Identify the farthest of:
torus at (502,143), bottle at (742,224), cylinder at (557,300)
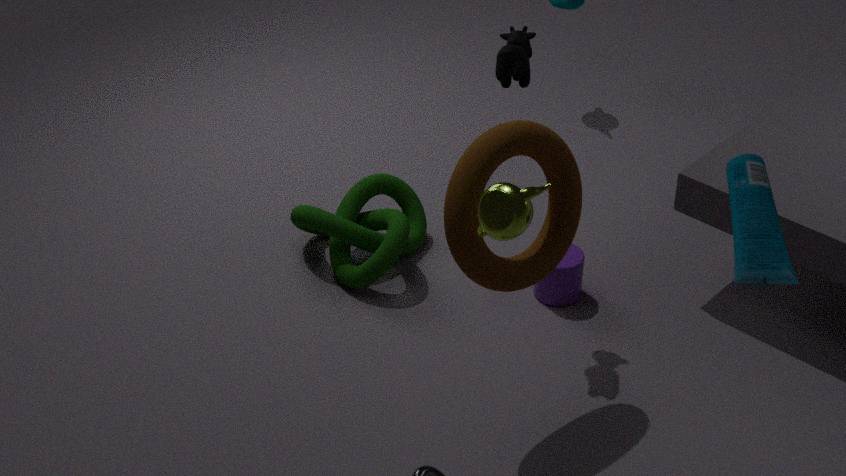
cylinder at (557,300)
